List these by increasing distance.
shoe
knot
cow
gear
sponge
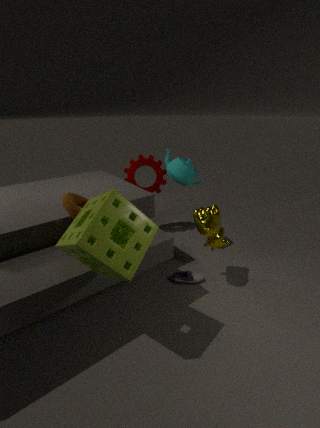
1. sponge
2. knot
3. cow
4. shoe
5. gear
